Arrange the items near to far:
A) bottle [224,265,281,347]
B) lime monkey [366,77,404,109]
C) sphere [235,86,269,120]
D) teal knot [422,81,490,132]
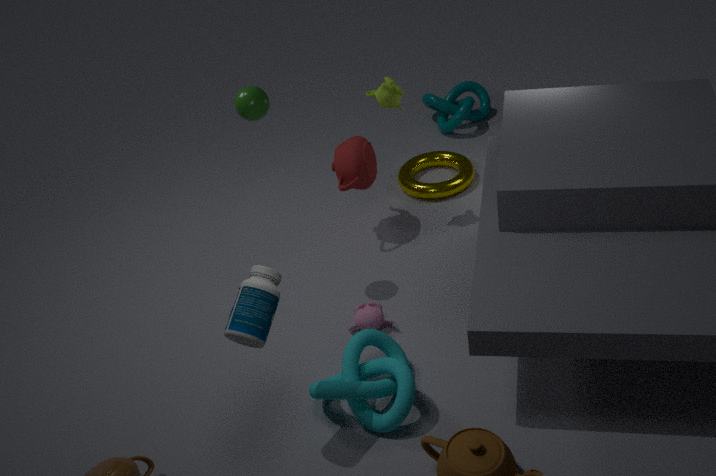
Answer: 1. bottle [224,265,281,347]
2. sphere [235,86,269,120]
3. lime monkey [366,77,404,109]
4. teal knot [422,81,490,132]
